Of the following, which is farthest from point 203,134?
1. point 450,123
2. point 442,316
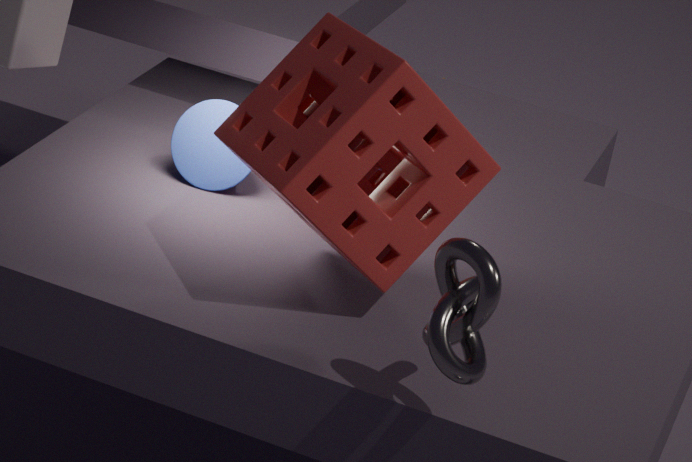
point 442,316
